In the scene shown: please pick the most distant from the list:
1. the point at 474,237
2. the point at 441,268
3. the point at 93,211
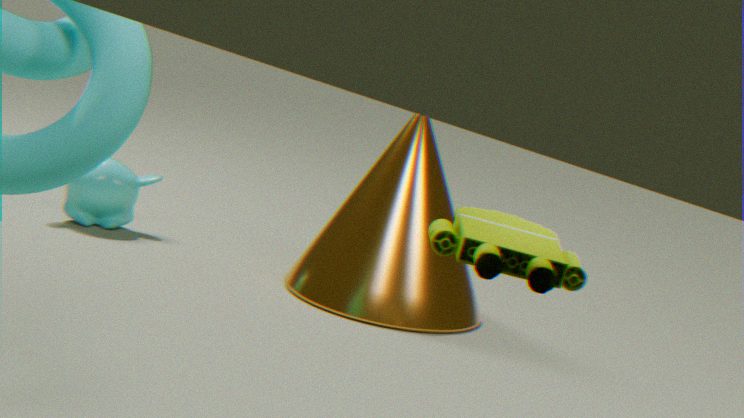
the point at 93,211
